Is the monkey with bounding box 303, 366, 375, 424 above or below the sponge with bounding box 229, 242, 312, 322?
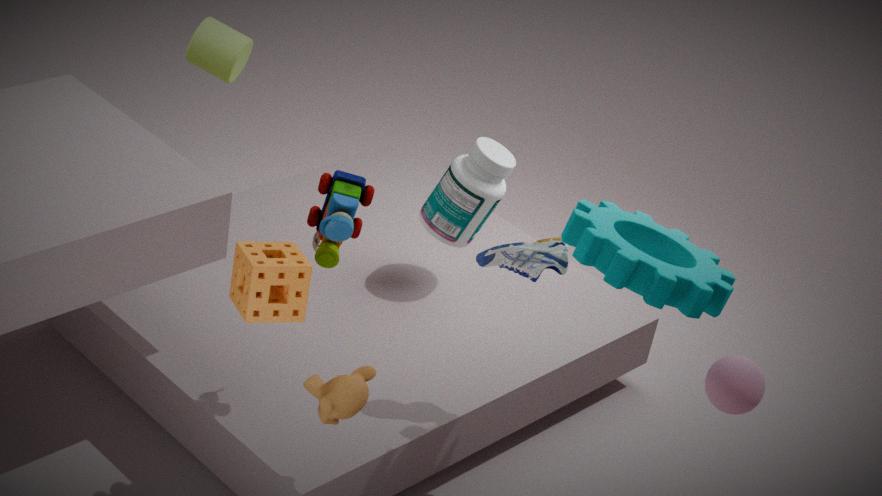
below
